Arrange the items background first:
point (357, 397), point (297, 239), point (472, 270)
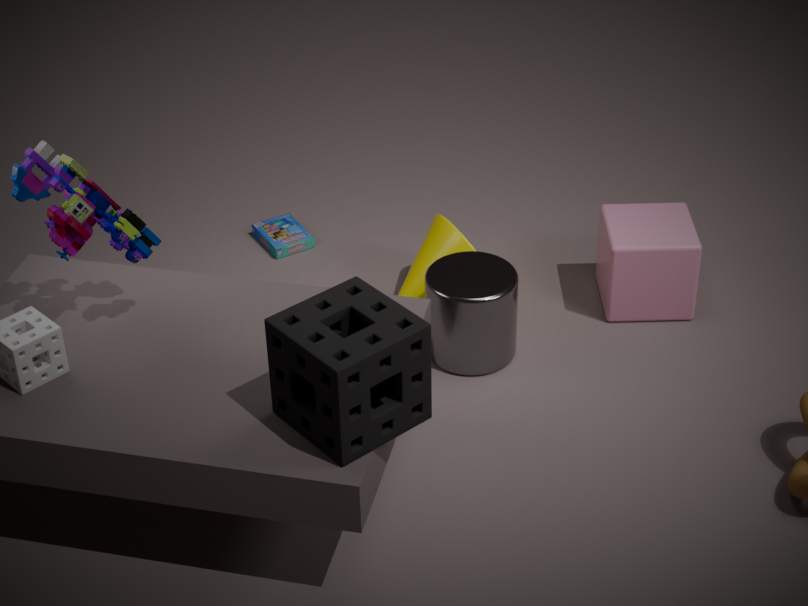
point (297, 239) < point (472, 270) < point (357, 397)
